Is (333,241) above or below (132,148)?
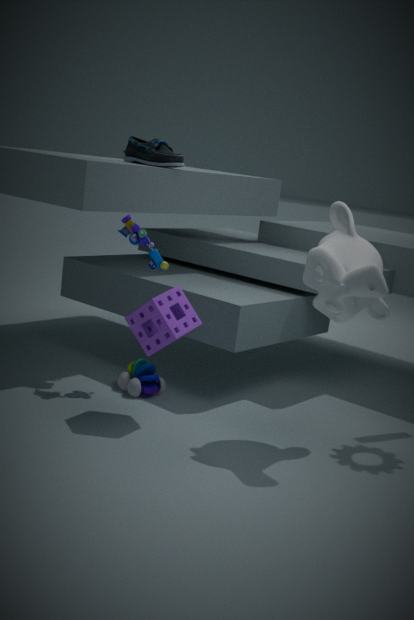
below
